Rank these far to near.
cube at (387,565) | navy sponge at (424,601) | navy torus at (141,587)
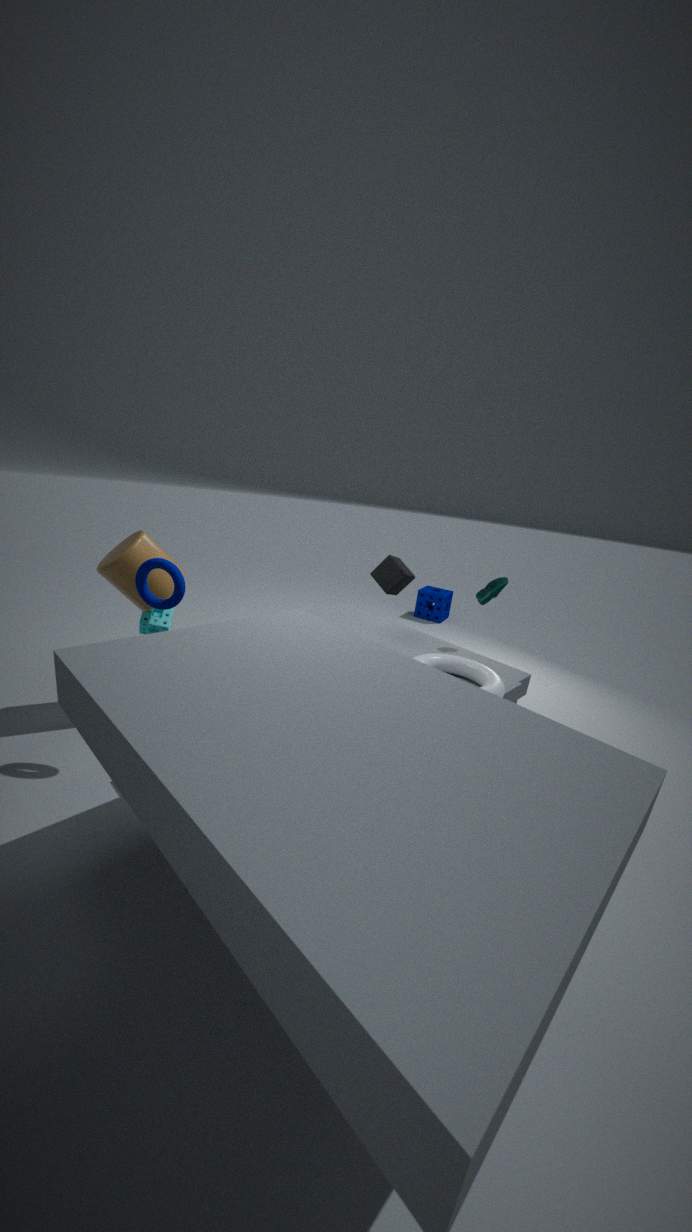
navy sponge at (424,601), cube at (387,565), navy torus at (141,587)
